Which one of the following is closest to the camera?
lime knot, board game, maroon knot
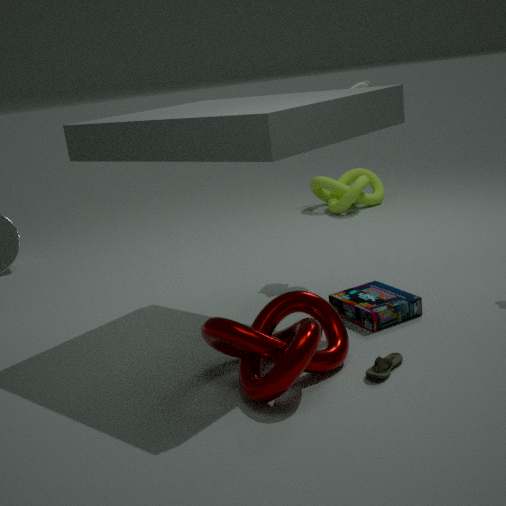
maroon knot
